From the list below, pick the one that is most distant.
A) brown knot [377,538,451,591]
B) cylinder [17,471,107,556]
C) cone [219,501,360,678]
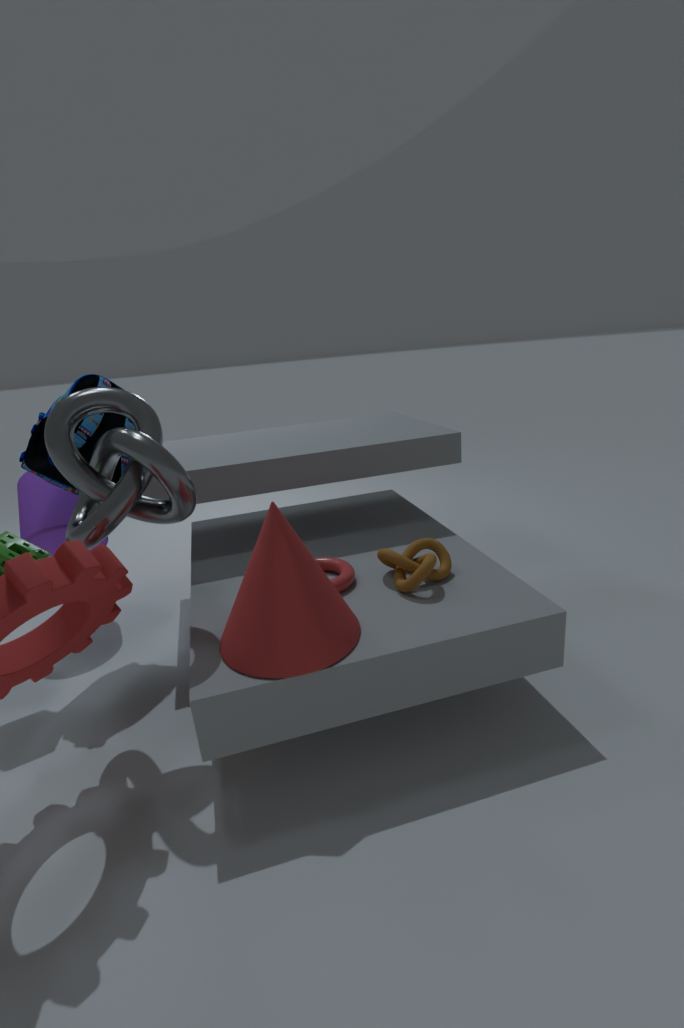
cylinder [17,471,107,556]
